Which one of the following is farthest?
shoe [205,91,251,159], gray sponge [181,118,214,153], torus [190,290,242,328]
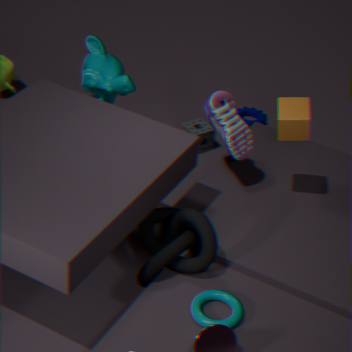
gray sponge [181,118,214,153]
